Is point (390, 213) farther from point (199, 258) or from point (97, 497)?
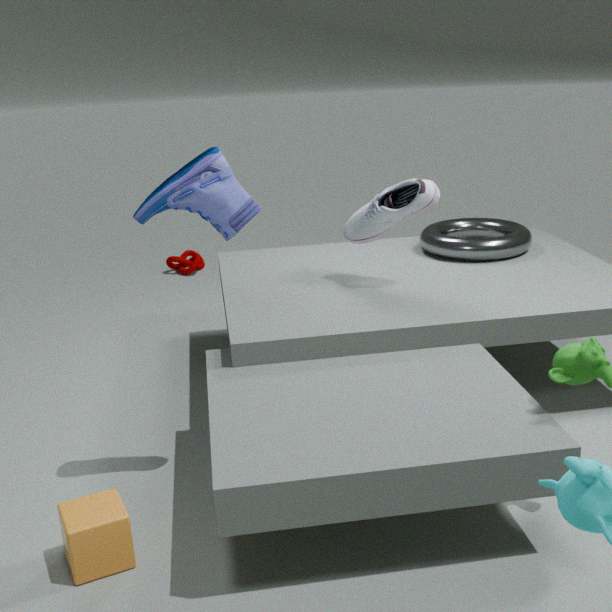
point (199, 258)
